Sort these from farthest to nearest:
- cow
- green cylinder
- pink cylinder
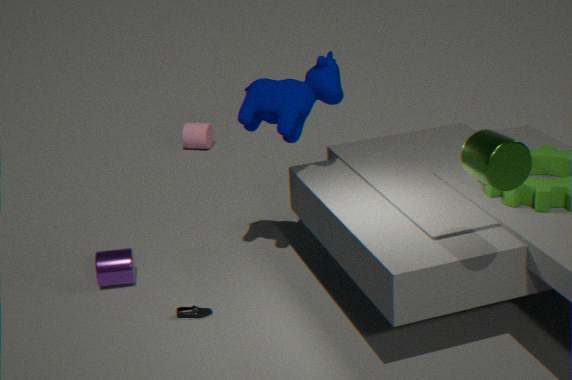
pink cylinder → cow → green cylinder
